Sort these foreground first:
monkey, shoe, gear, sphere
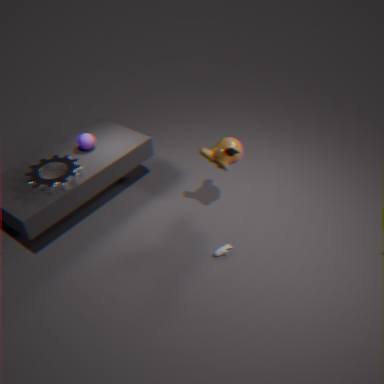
1. monkey
2. shoe
3. gear
4. sphere
